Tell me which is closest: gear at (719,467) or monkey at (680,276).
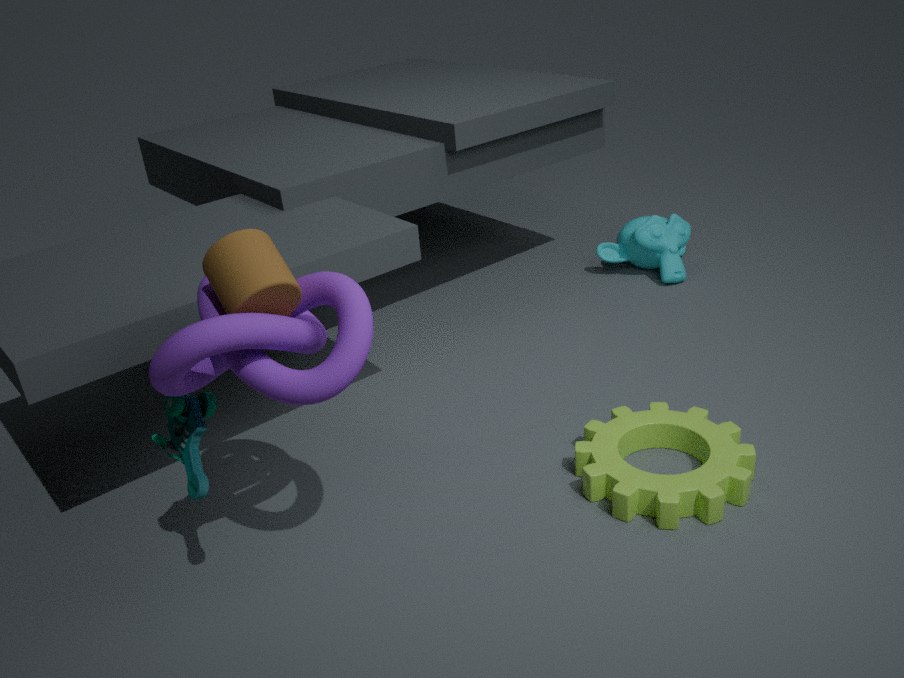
gear at (719,467)
